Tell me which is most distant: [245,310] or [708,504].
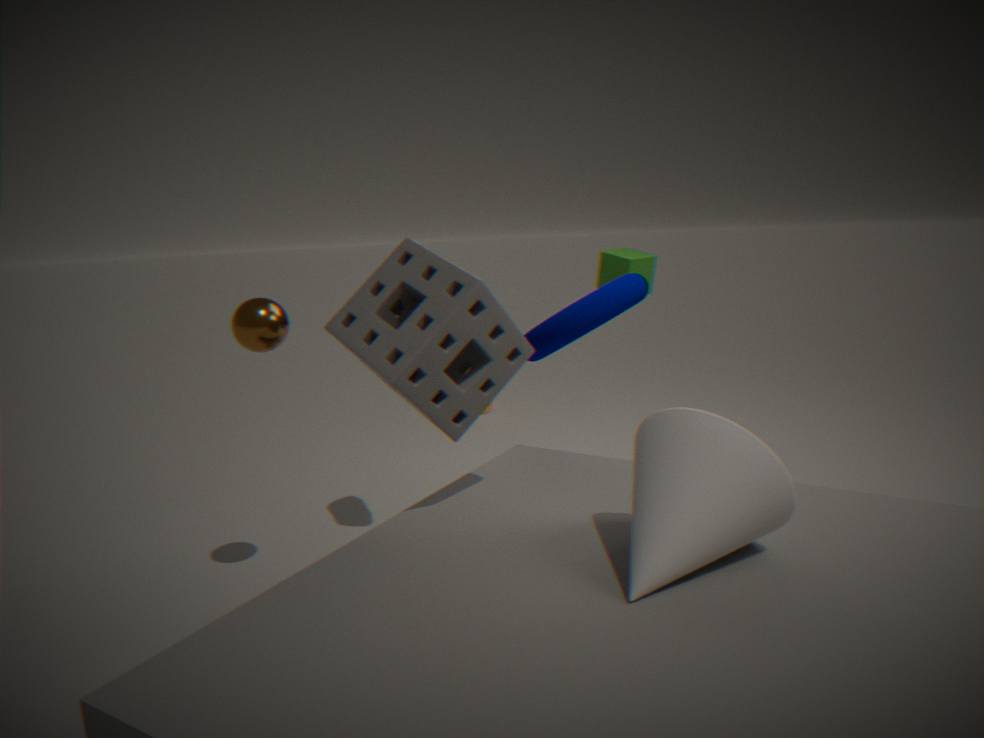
[245,310]
